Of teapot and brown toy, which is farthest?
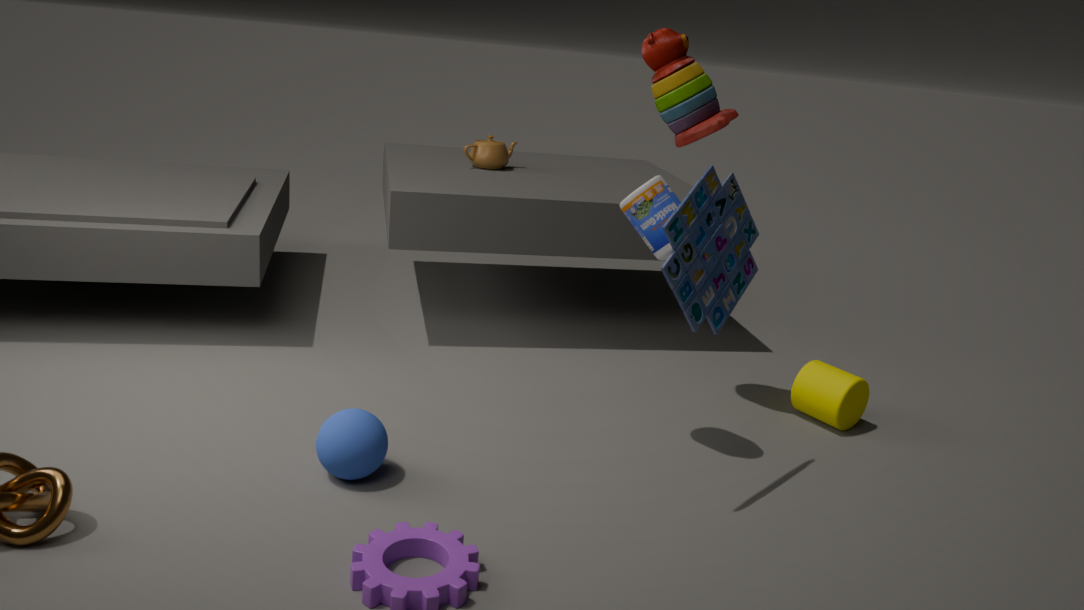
teapot
